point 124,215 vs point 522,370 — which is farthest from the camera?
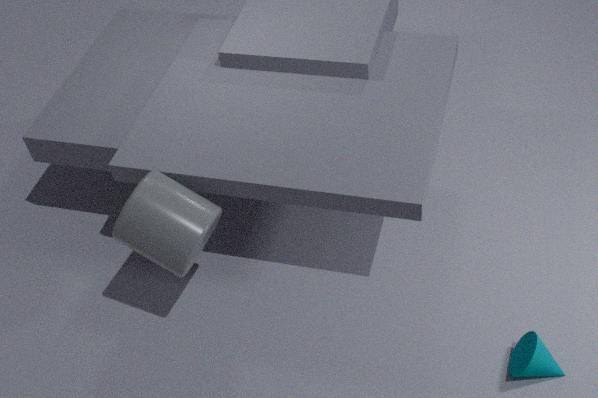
point 522,370
